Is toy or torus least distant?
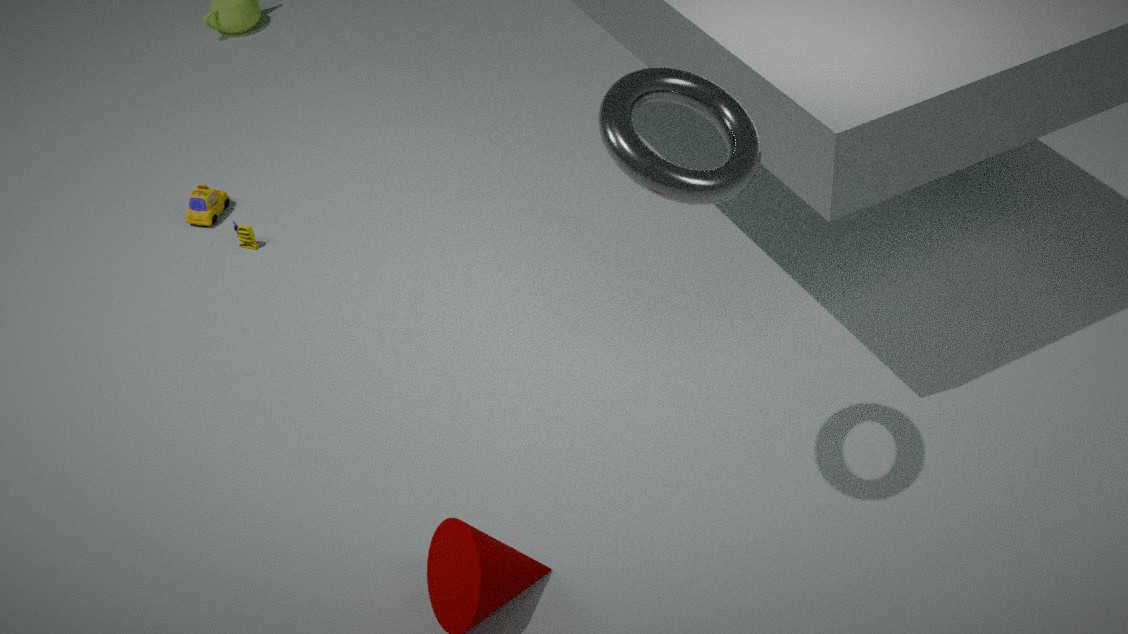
torus
